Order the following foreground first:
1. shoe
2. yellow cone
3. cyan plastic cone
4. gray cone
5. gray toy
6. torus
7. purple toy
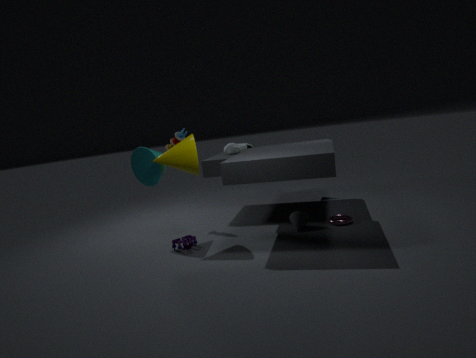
1. yellow cone
2. cyan plastic cone
3. purple toy
4. gray cone
5. torus
6. gray toy
7. shoe
